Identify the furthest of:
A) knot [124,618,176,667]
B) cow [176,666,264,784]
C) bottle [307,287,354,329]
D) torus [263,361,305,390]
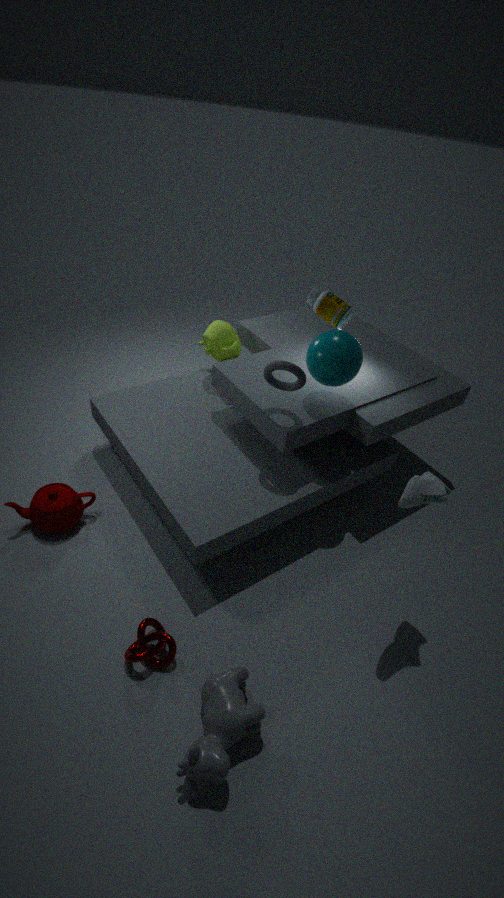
bottle [307,287,354,329]
